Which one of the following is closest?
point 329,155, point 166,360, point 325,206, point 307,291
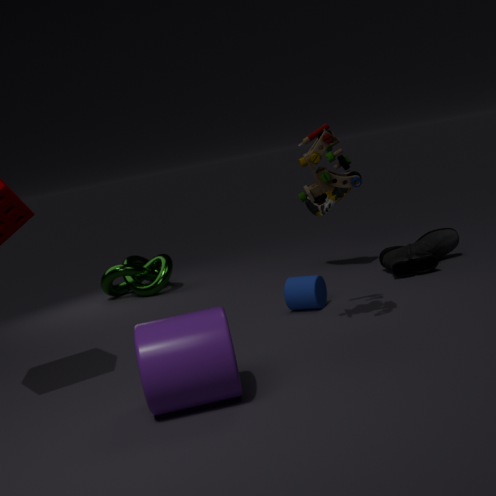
point 166,360
